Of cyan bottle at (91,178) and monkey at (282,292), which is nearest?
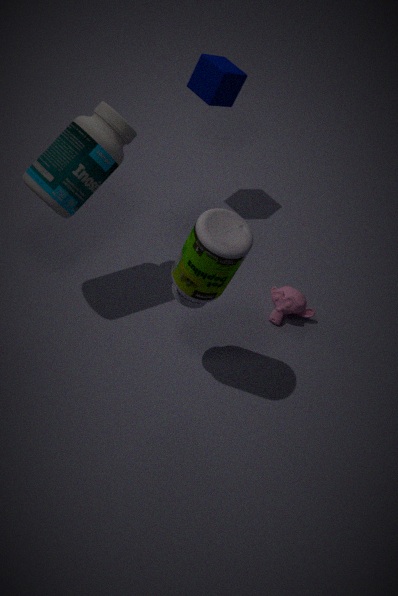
cyan bottle at (91,178)
